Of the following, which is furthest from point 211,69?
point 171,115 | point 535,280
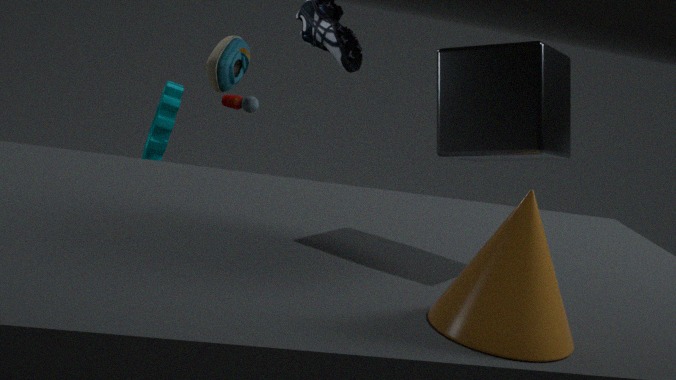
point 535,280
